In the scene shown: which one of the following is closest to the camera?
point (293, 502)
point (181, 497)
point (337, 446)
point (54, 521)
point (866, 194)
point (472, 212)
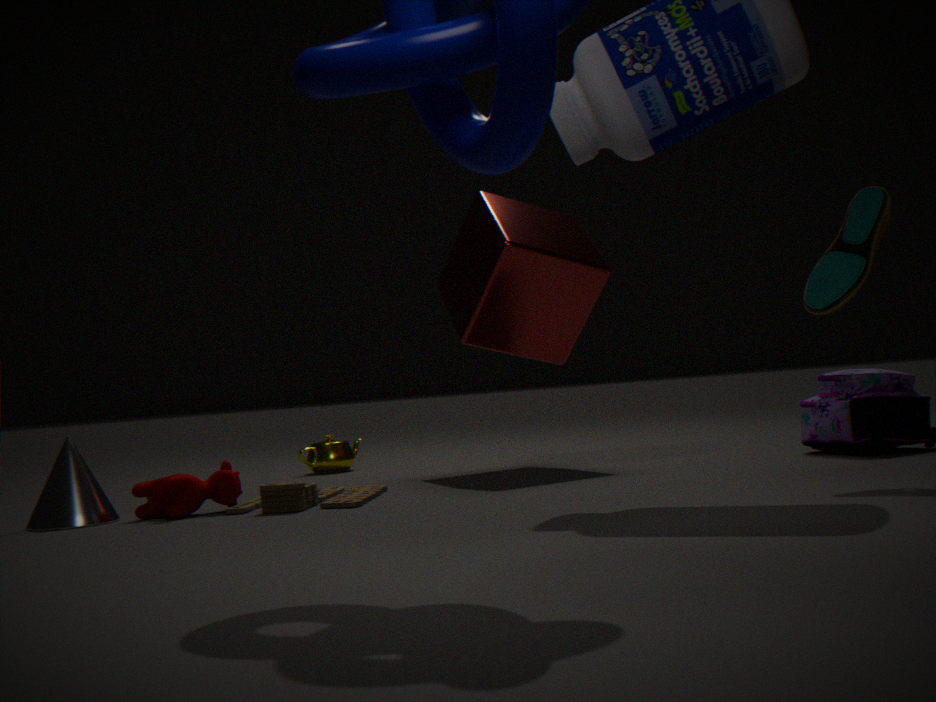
point (866, 194)
